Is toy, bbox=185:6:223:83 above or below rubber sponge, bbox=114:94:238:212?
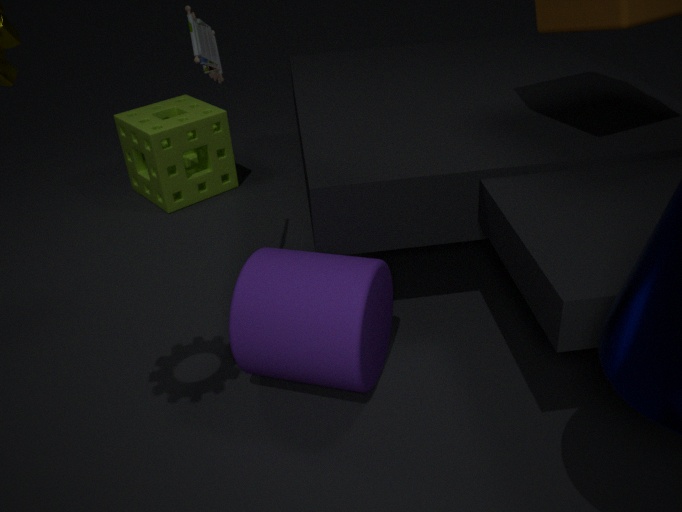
above
